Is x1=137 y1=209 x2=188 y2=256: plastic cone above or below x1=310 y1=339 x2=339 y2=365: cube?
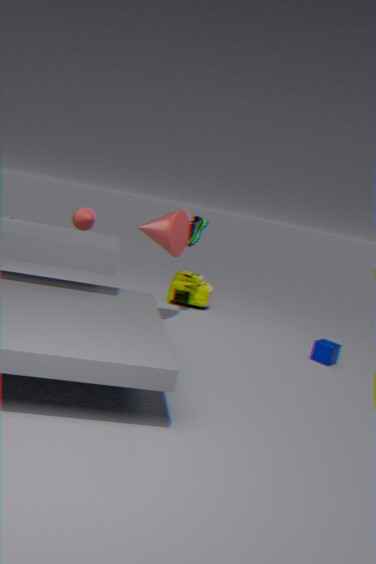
above
